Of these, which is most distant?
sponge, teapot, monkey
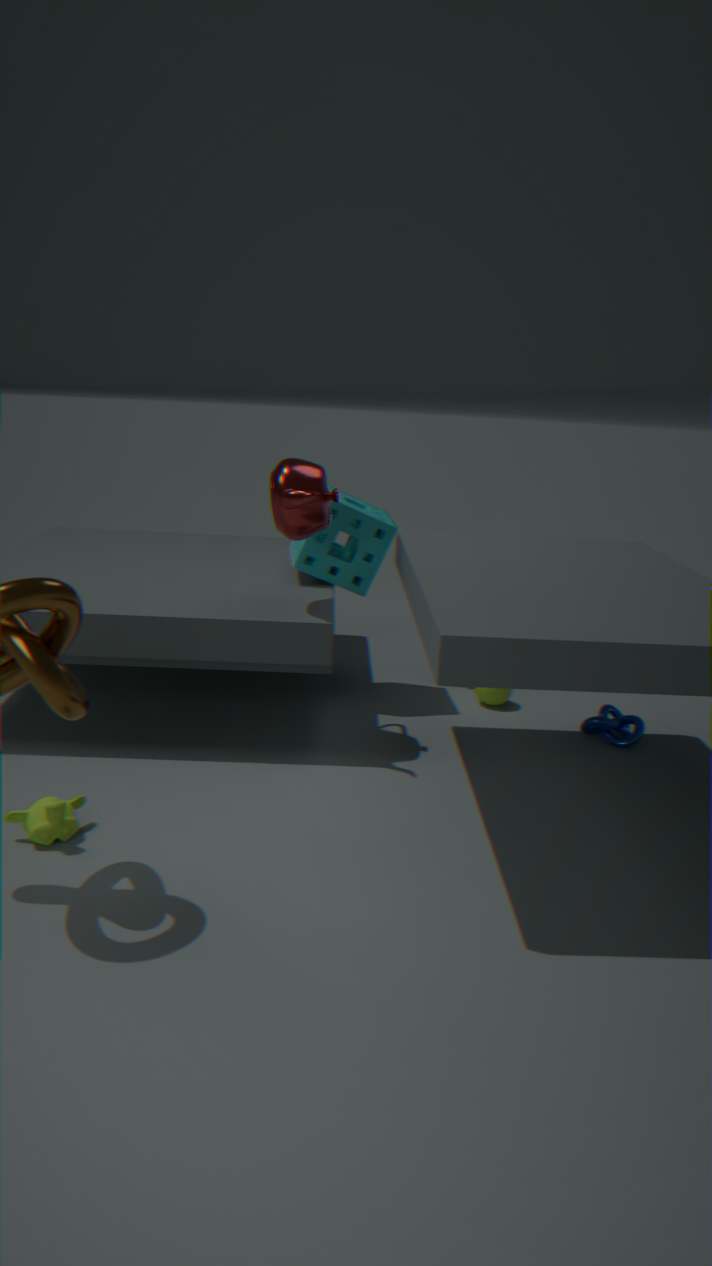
sponge
